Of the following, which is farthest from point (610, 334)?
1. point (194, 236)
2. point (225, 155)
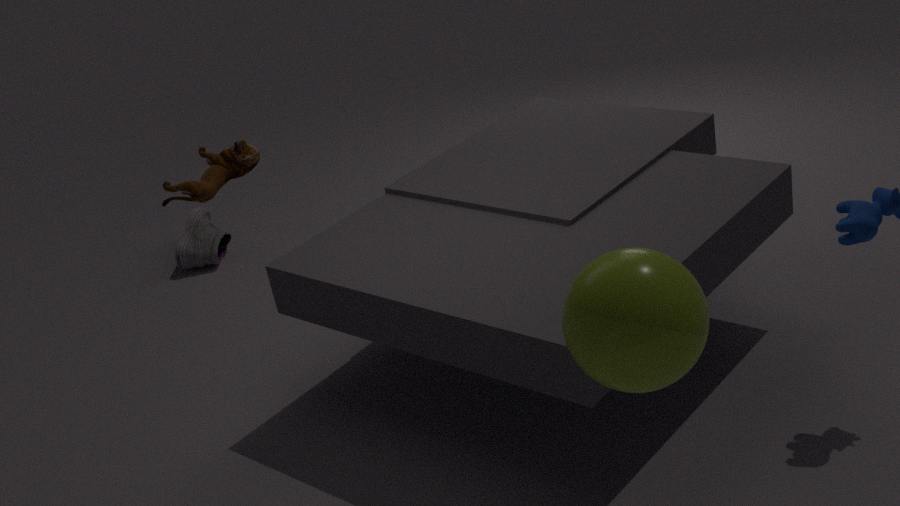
point (194, 236)
